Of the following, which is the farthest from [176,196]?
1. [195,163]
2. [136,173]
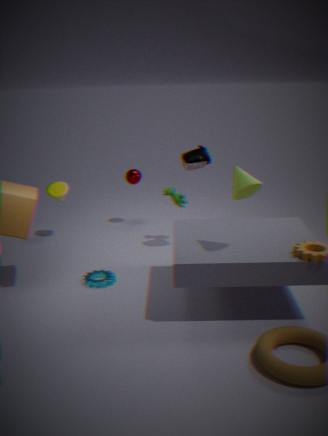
[136,173]
